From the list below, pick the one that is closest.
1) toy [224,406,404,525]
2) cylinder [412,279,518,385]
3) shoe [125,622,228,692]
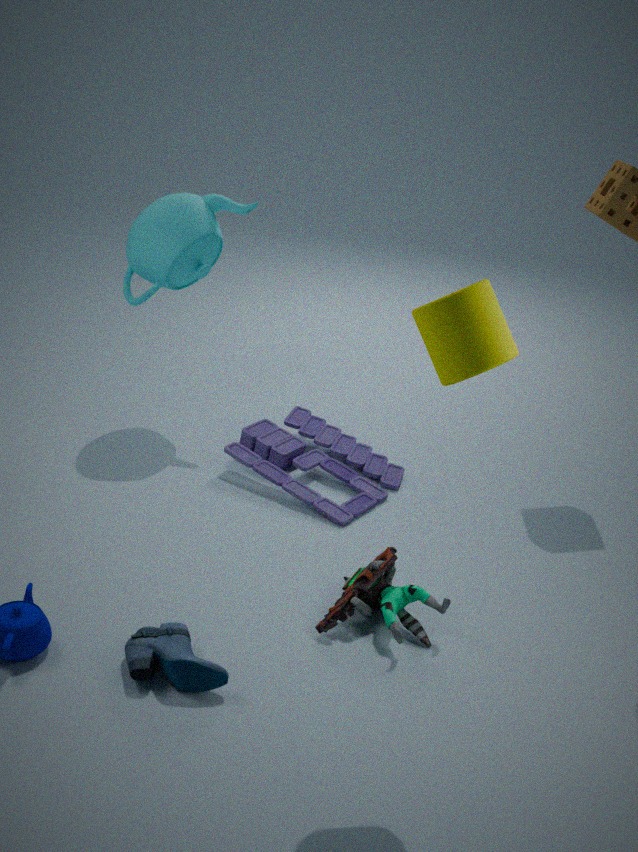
2. cylinder [412,279,518,385]
